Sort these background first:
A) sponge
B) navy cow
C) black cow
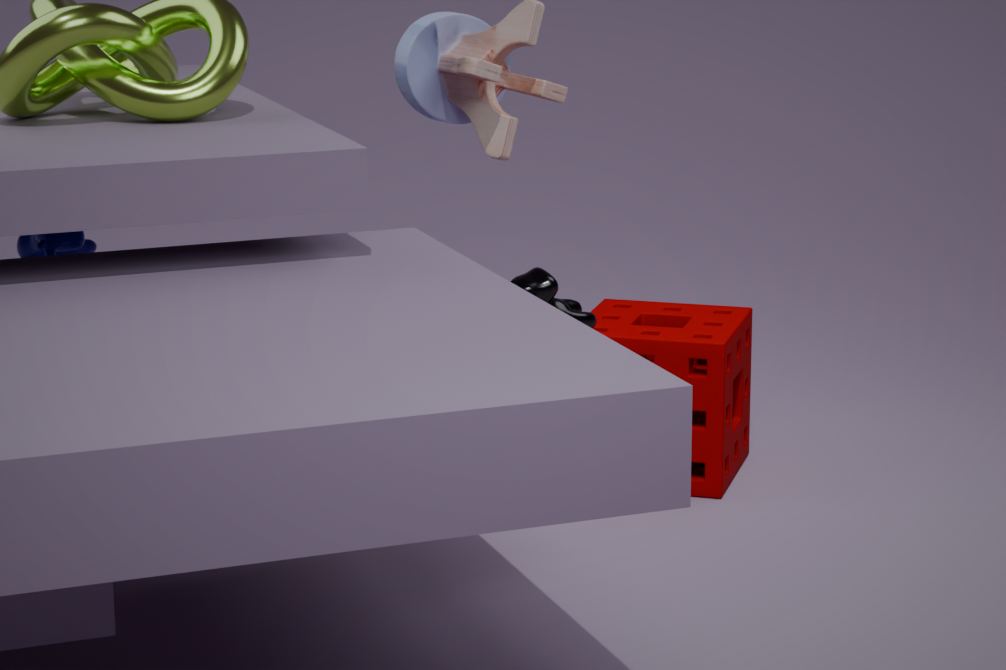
1. sponge
2. navy cow
3. black cow
